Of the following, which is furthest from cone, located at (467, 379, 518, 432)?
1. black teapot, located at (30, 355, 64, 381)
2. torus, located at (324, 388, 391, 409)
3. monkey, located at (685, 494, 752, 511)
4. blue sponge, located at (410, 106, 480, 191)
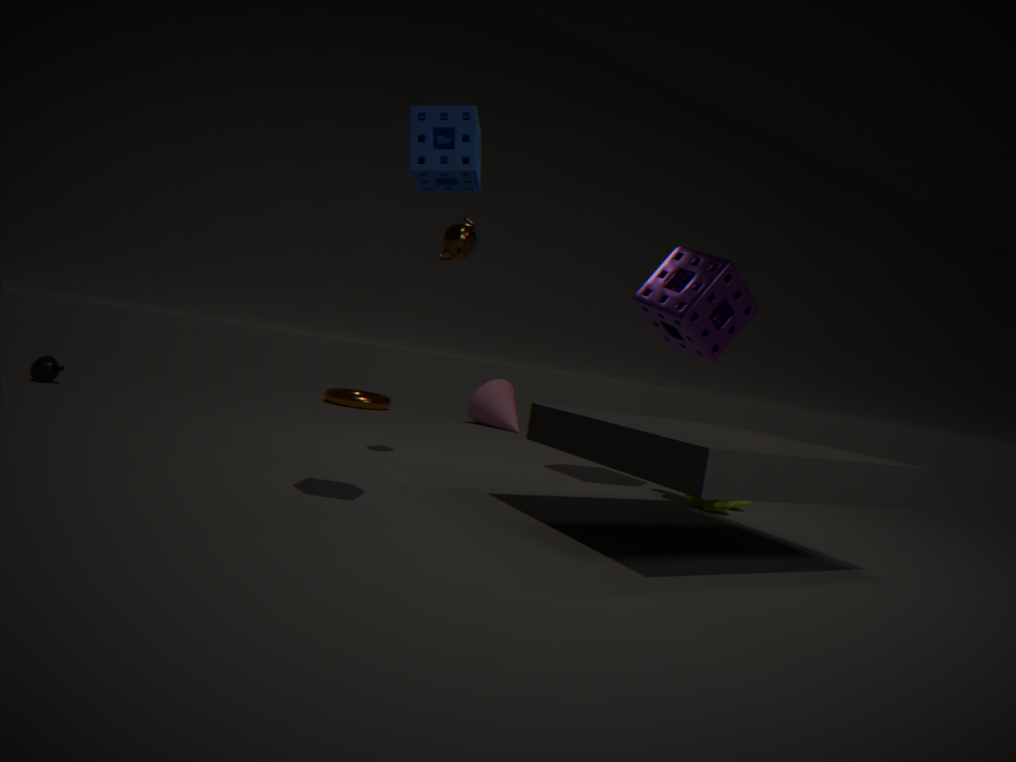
blue sponge, located at (410, 106, 480, 191)
